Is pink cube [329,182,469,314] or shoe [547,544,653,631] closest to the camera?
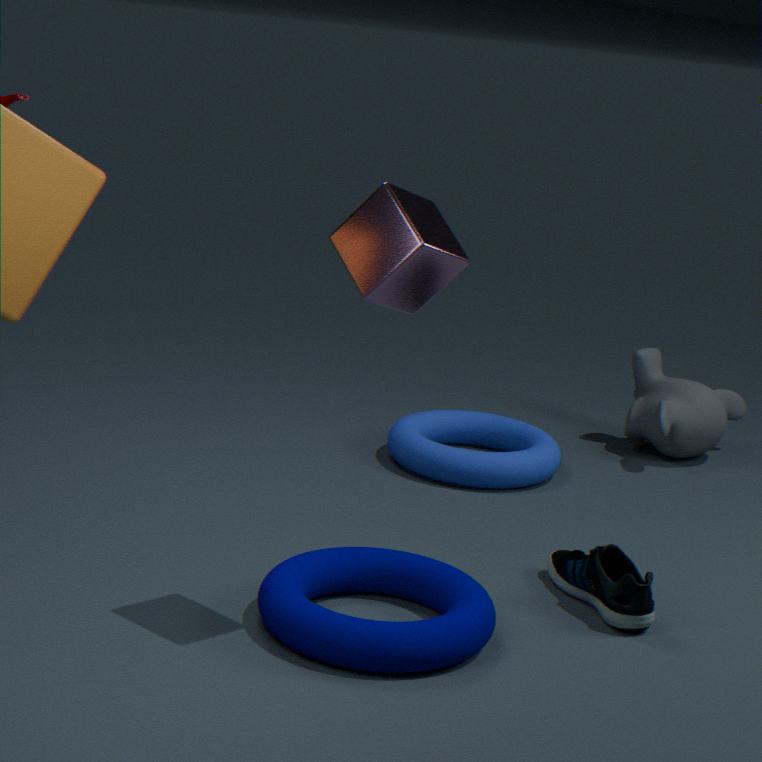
Answer: pink cube [329,182,469,314]
